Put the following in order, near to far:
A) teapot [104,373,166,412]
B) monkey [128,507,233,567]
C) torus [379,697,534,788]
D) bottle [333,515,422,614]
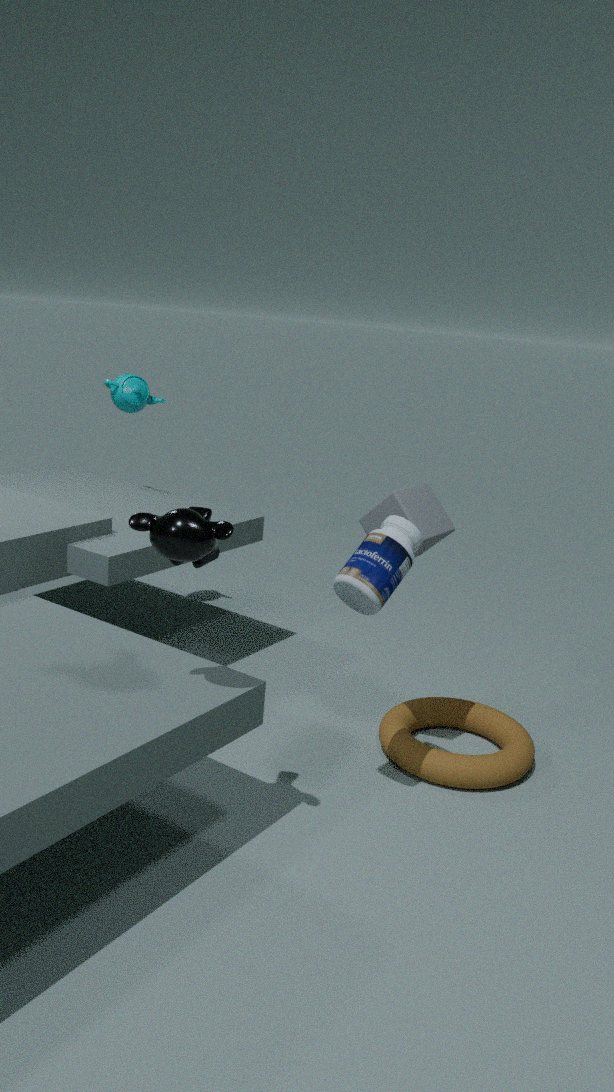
1. monkey [128,507,233,567]
2. bottle [333,515,422,614]
3. torus [379,697,534,788]
4. teapot [104,373,166,412]
